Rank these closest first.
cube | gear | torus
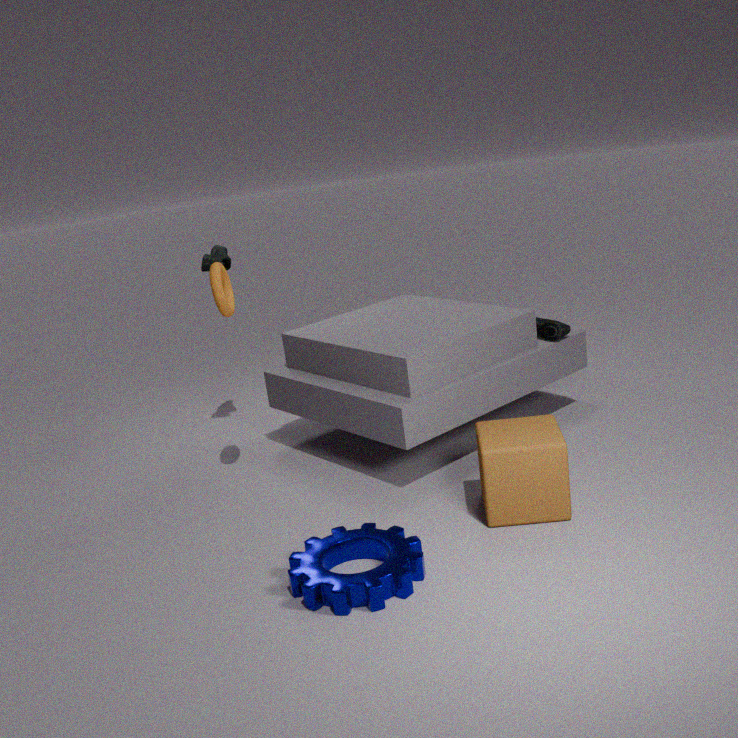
→ gear → cube → torus
